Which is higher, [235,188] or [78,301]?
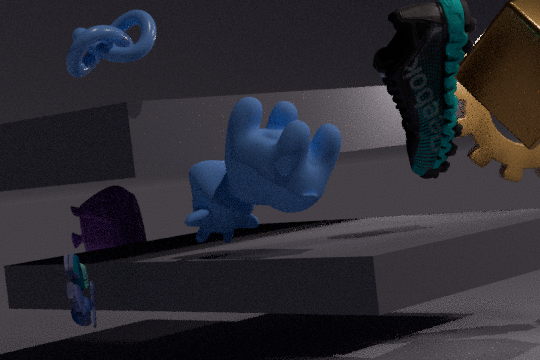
[235,188]
